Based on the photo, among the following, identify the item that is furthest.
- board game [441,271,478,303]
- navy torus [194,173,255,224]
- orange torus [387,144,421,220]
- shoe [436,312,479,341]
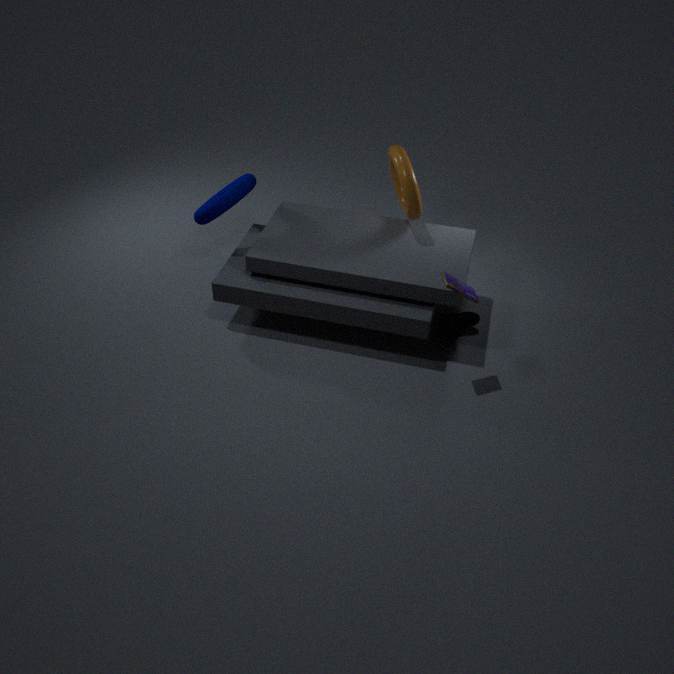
navy torus [194,173,255,224]
